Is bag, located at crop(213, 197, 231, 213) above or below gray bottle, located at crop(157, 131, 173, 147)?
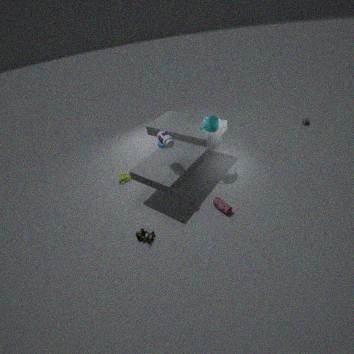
below
